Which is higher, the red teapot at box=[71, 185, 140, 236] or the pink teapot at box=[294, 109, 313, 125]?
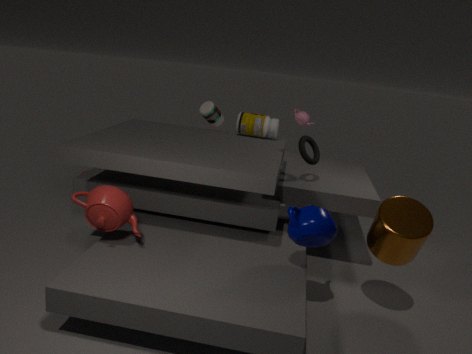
the pink teapot at box=[294, 109, 313, 125]
